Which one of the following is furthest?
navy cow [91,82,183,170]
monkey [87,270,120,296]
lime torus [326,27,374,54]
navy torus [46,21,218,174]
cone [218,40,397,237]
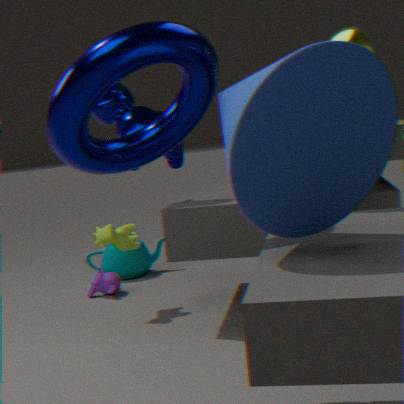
monkey [87,270,120,296]
